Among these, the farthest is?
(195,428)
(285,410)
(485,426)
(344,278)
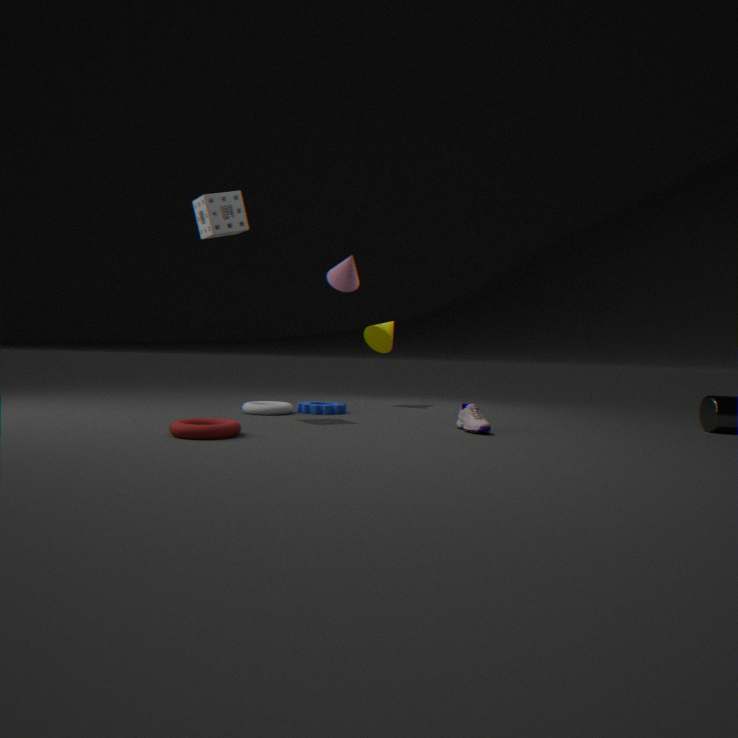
(344,278)
